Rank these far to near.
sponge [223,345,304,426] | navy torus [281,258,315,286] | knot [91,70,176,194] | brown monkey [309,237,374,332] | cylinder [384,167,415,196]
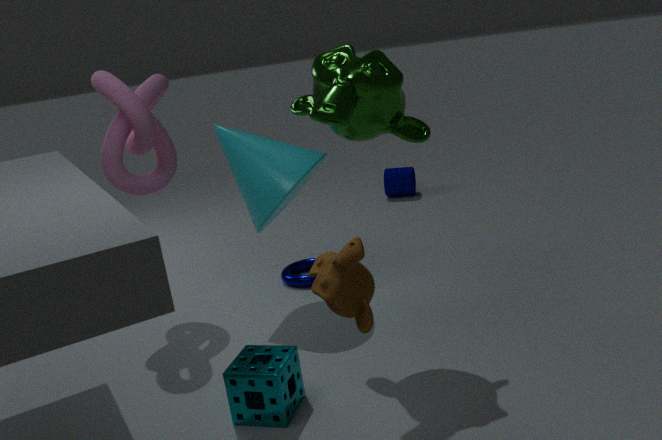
cylinder [384,167,415,196] → navy torus [281,258,315,286] → knot [91,70,176,194] → sponge [223,345,304,426] → brown monkey [309,237,374,332]
